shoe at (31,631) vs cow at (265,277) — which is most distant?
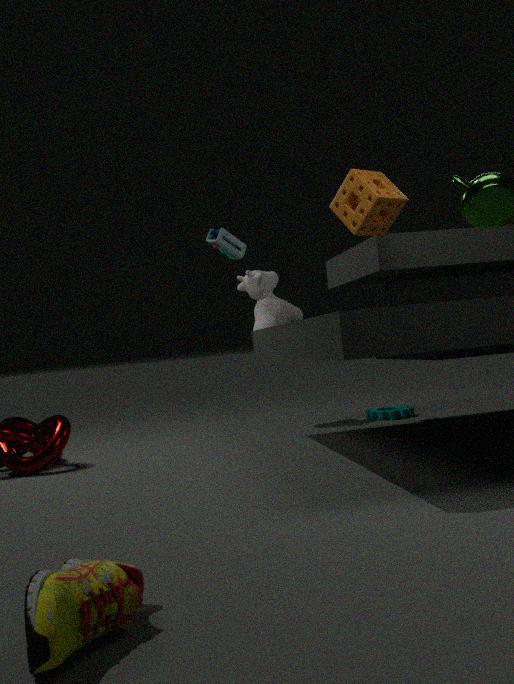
cow at (265,277)
